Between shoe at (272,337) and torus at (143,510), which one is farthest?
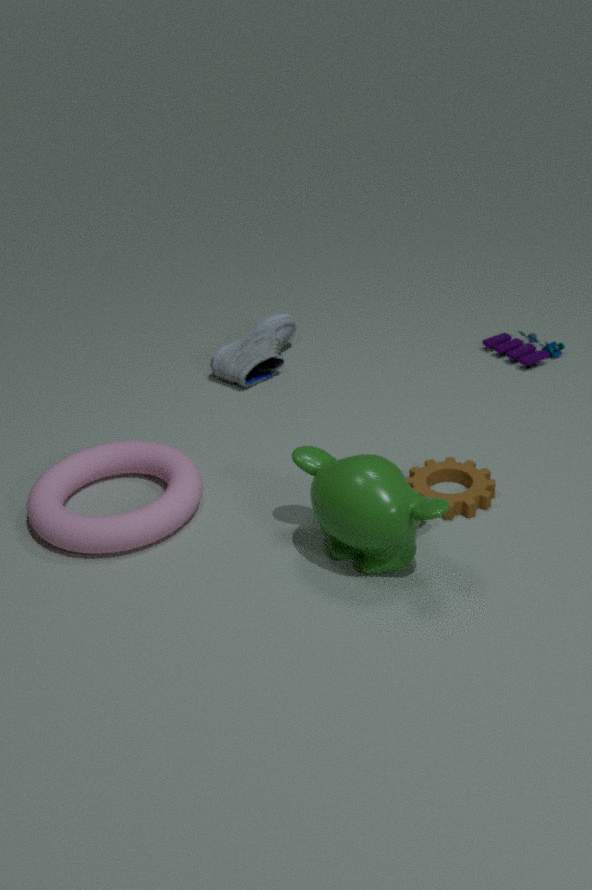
shoe at (272,337)
